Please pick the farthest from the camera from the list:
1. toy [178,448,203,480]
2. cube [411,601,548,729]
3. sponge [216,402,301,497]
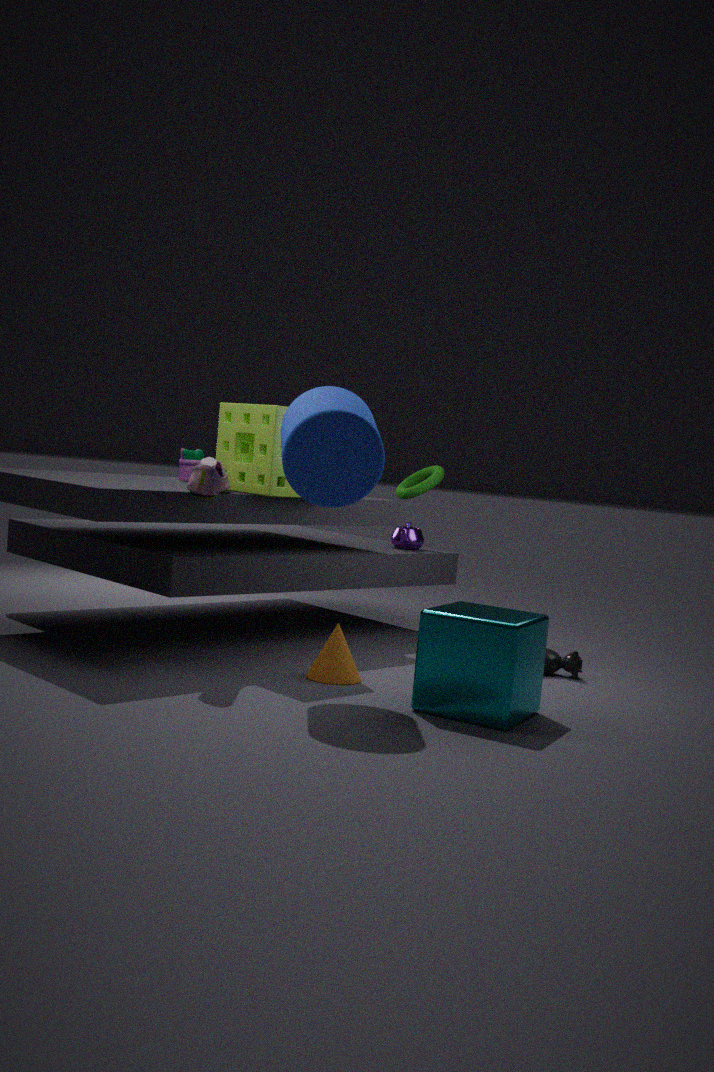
toy [178,448,203,480]
